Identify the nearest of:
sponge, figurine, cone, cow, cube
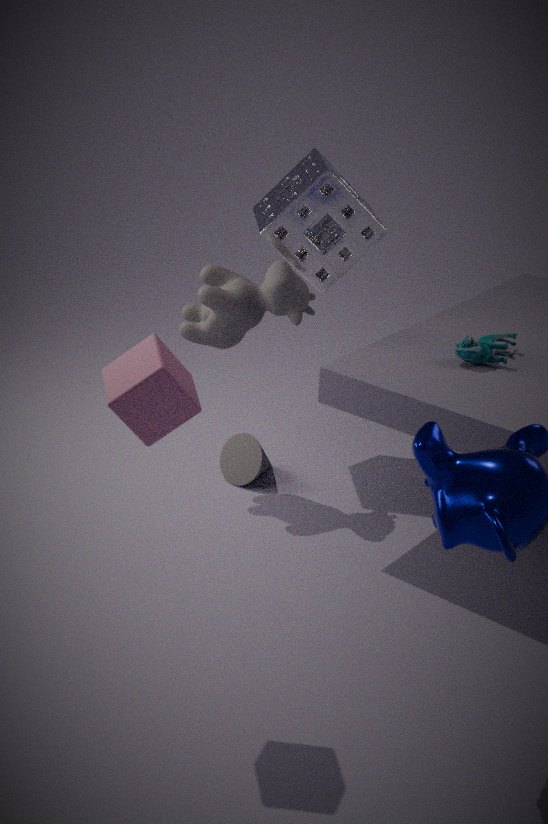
cube
